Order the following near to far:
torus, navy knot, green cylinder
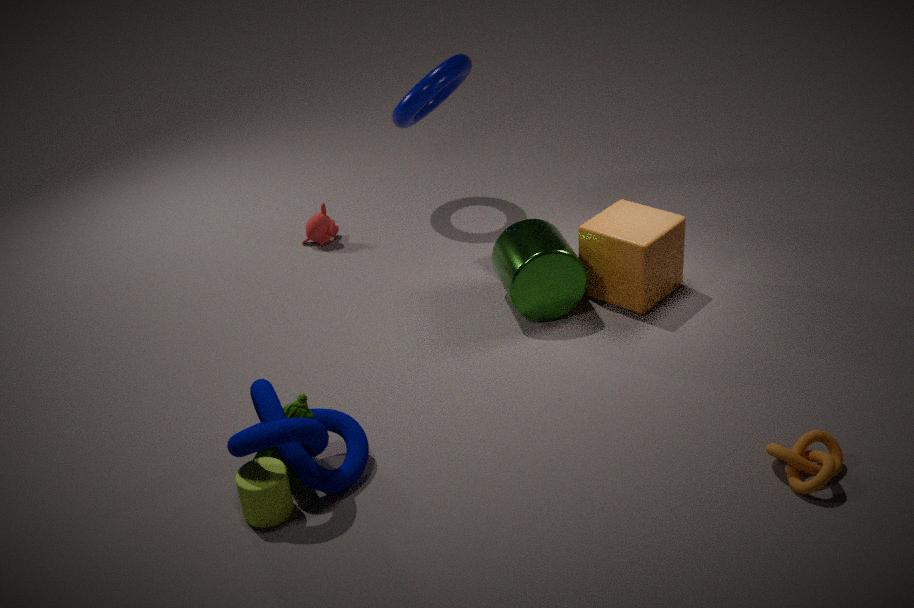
1. navy knot
2. green cylinder
3. torus
